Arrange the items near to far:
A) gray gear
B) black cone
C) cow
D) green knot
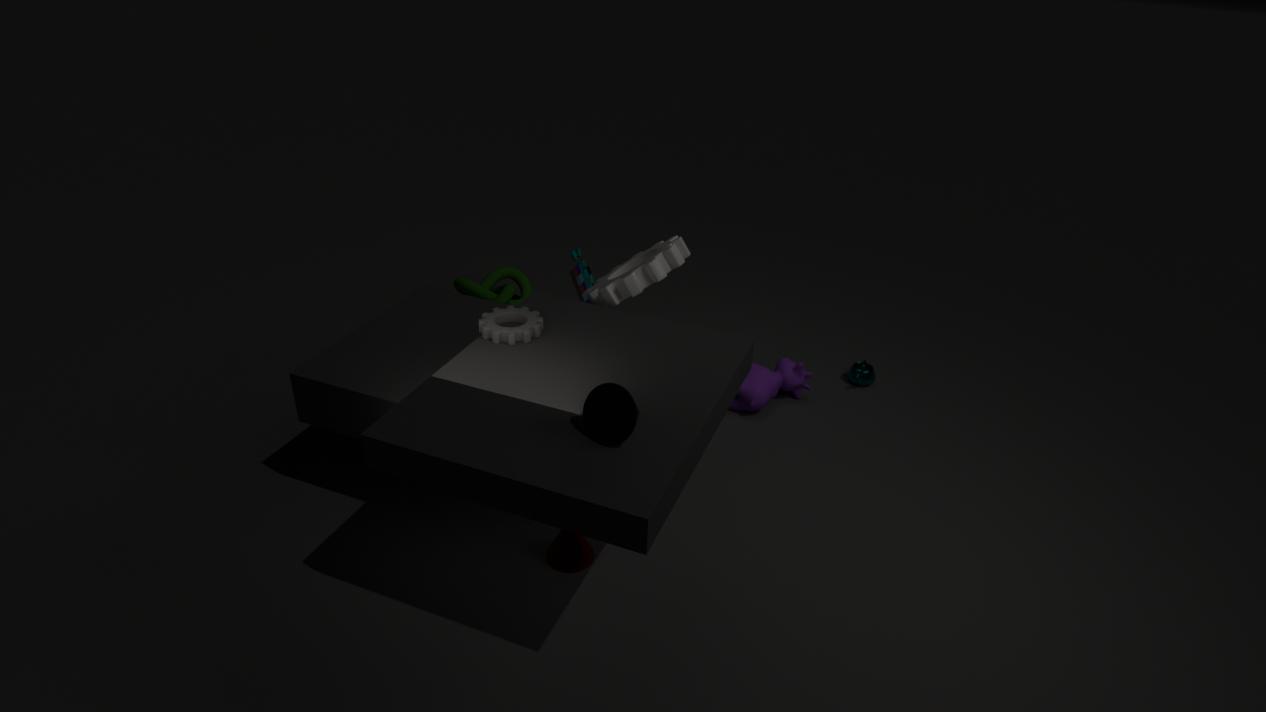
1. black cone
2. gray gear
3. cow
4. green knot
